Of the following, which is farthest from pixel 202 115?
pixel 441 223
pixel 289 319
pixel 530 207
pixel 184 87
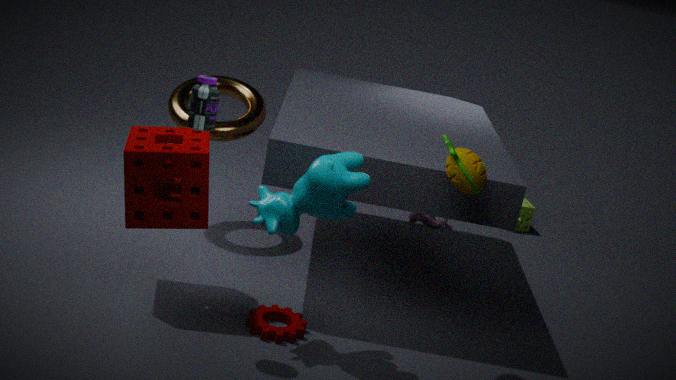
pixel 530 207
